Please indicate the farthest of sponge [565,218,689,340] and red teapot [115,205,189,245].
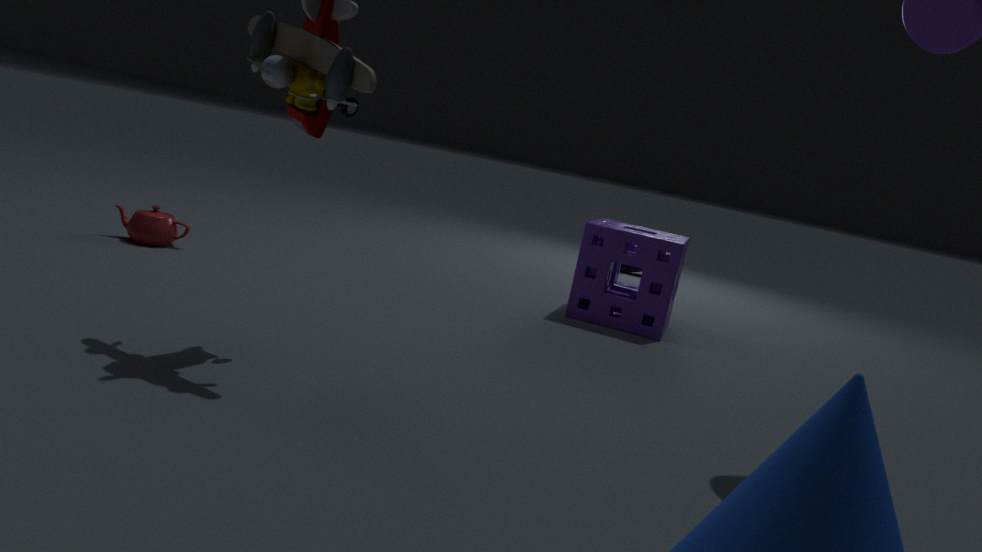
sponge [565,218,689,340]
